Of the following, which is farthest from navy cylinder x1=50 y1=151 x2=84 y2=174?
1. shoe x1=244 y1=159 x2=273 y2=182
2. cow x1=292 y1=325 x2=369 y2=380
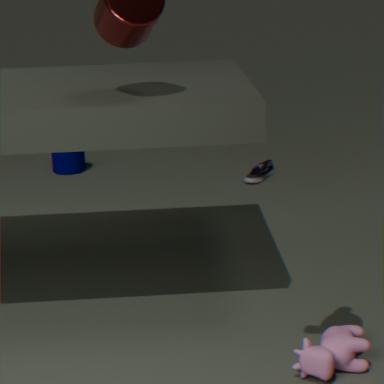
cow x1=292 y1=325 x2=369 y2=380
